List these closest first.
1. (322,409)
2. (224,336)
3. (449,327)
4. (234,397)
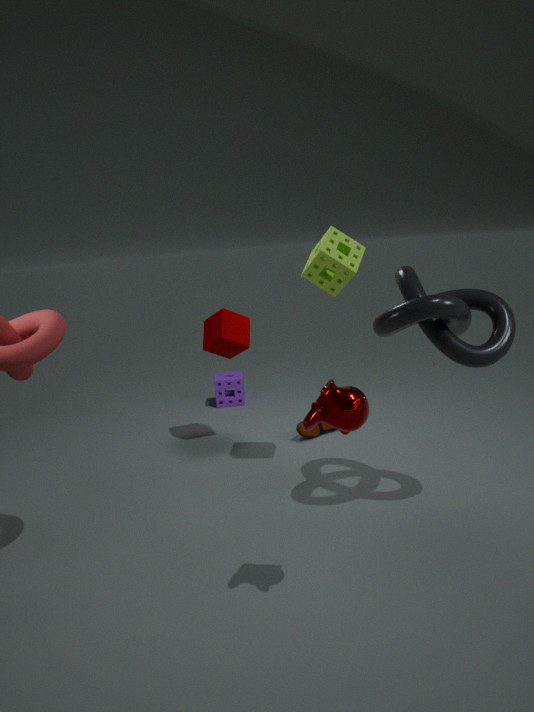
(322,409) < (449,327) < (224,336) < (234,397)
